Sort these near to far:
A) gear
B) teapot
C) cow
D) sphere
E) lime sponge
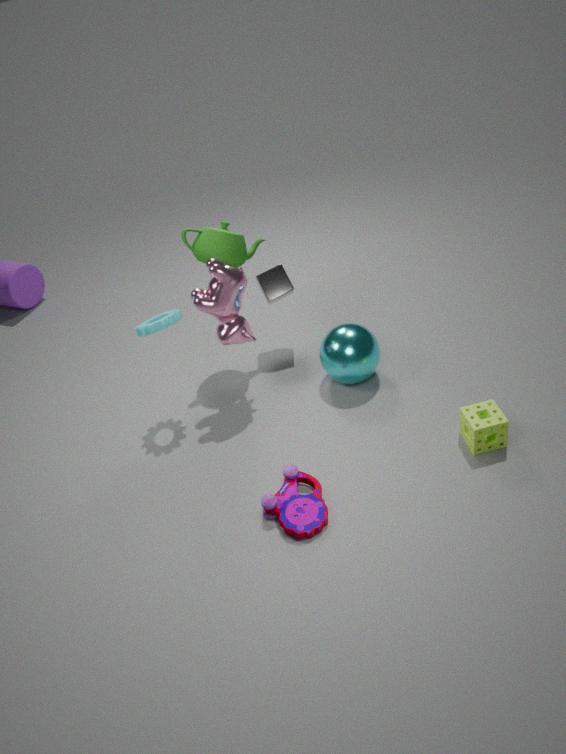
lime sponge
cow
gear
sphere
teapot
